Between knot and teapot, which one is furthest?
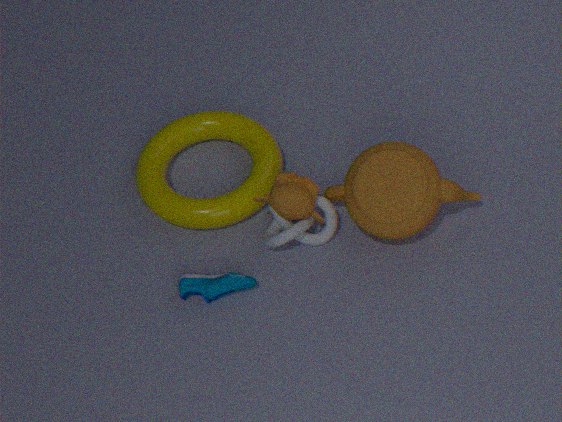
knot
